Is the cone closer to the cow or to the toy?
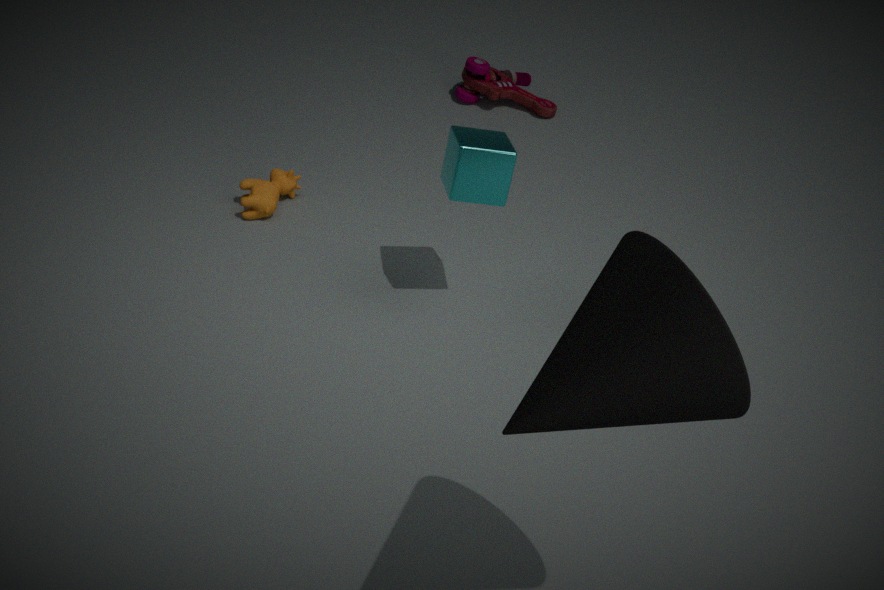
the cow
